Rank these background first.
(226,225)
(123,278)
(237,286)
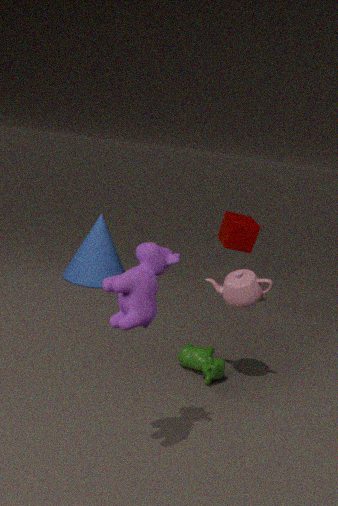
(226,225), (237,286), (123,278)
